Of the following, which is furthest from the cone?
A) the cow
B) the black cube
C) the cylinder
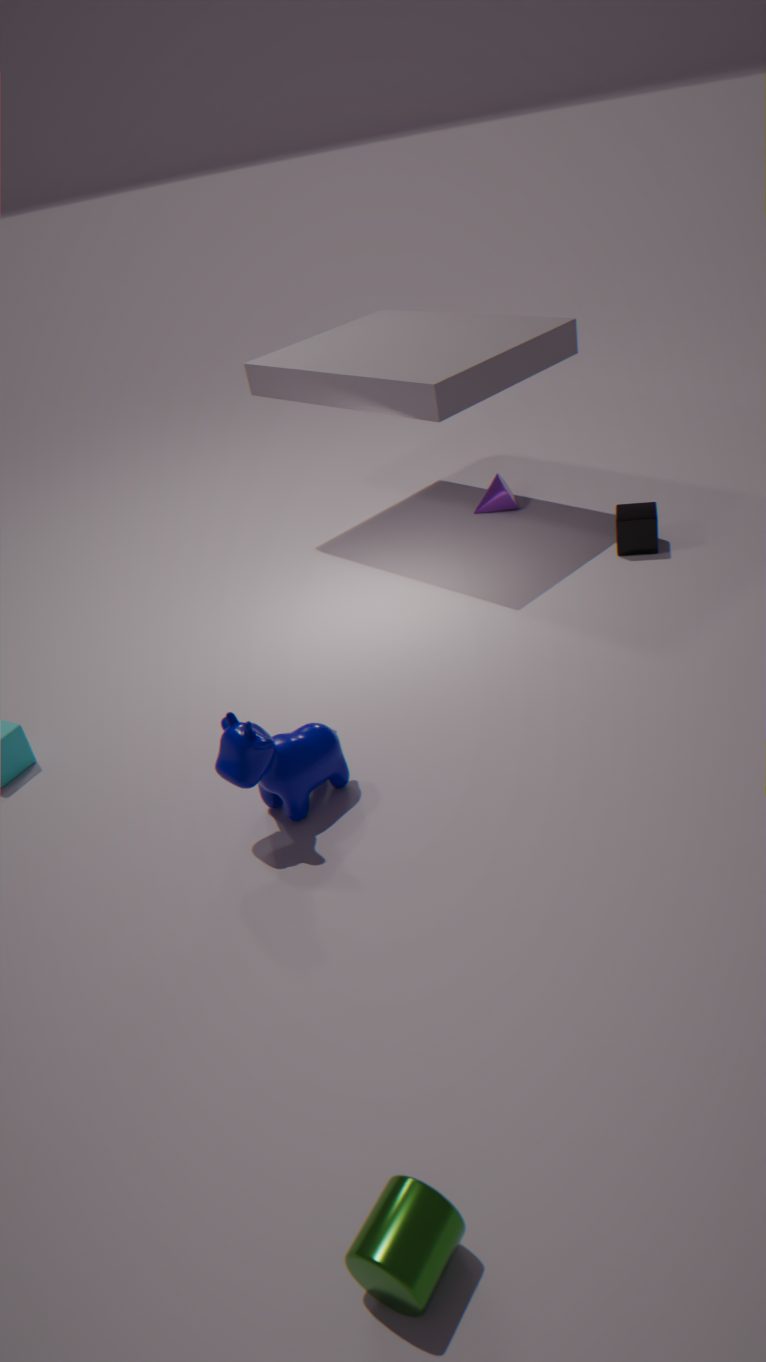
the cylinder
